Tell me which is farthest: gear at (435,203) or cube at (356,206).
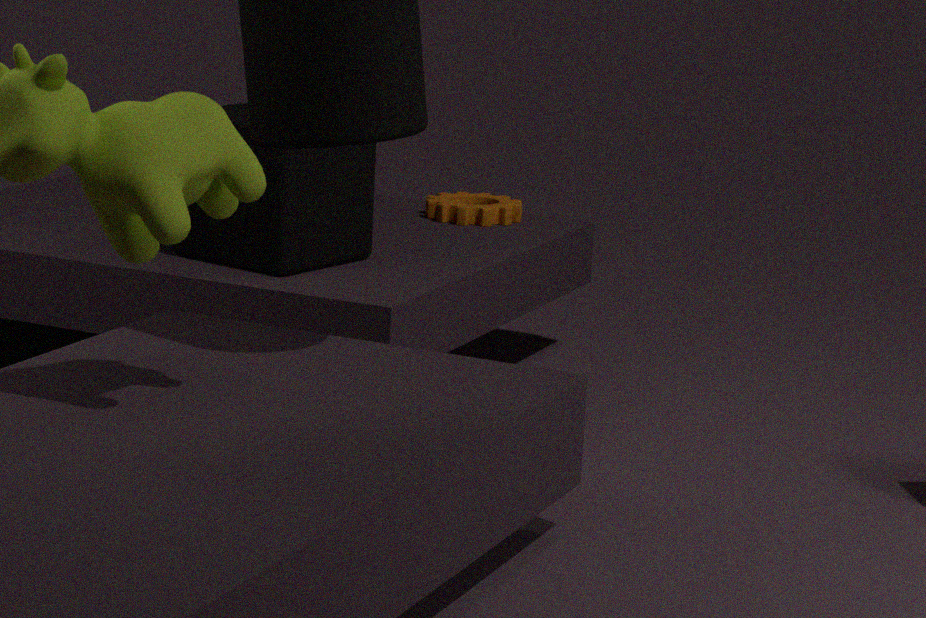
gear at (435,203)
